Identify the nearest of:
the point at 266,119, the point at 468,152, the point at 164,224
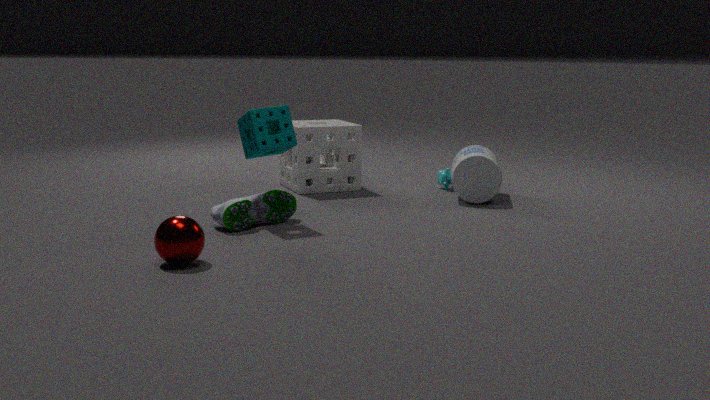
the point at 164,224
